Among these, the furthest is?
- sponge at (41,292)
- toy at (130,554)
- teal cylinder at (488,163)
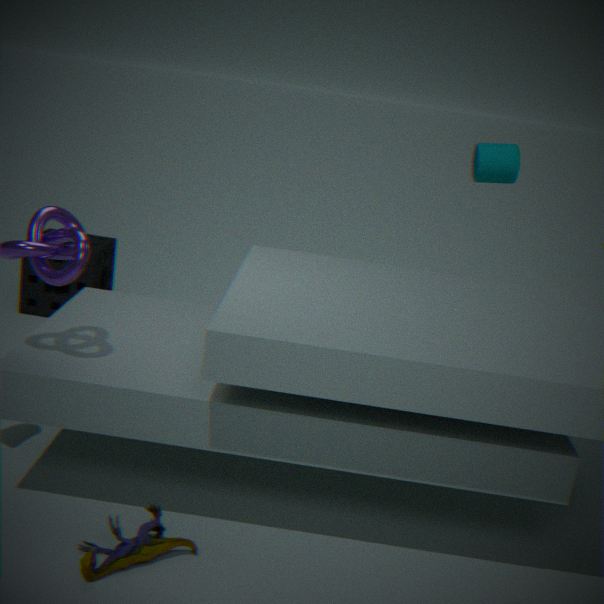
sponge at (41,292)
